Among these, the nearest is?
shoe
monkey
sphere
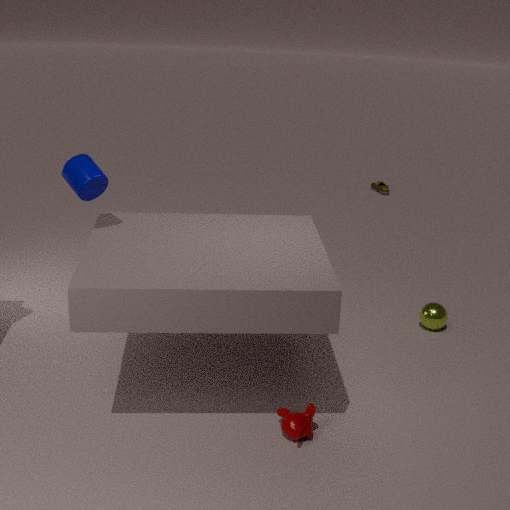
monkey
